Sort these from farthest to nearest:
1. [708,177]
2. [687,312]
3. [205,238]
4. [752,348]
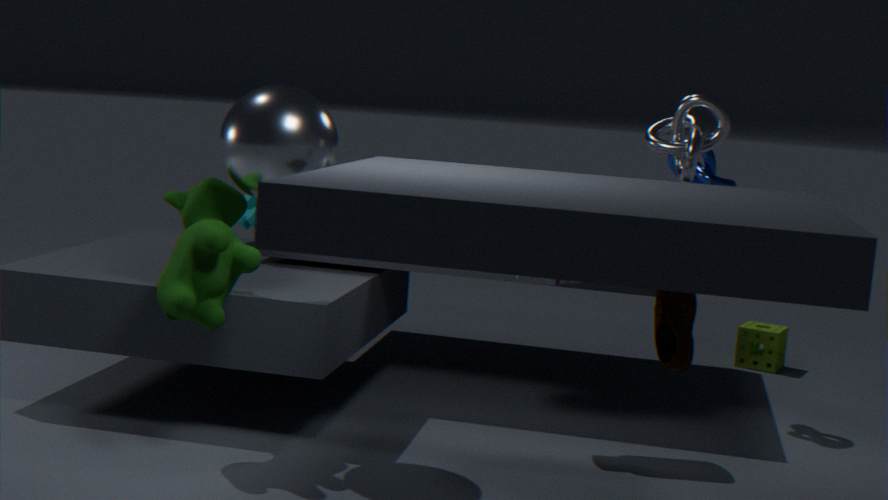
[752,348]
[708,177]
[205,238]
[687,312]
